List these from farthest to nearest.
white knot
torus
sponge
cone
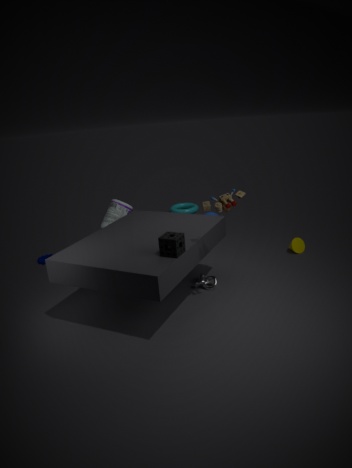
torus < cone < white knot < sponge
